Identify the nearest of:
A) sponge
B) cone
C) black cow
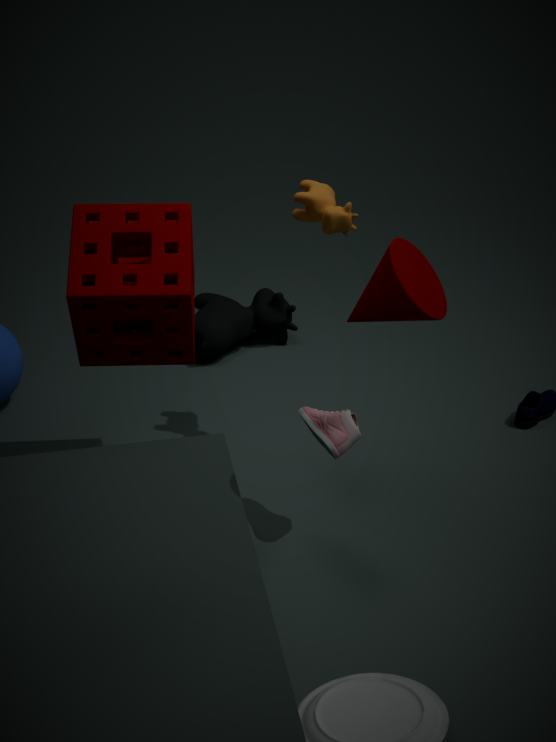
cone
